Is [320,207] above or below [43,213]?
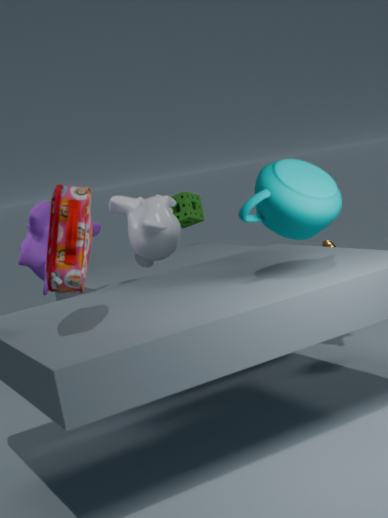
above
